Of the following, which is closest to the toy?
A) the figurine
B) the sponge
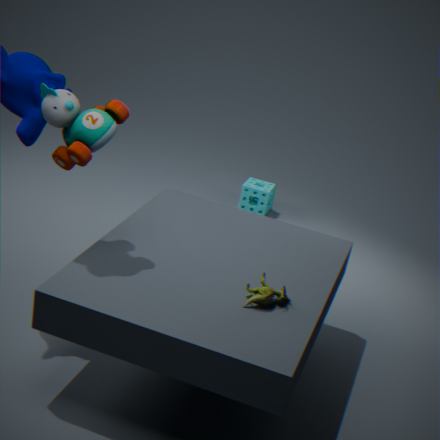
the figurine
